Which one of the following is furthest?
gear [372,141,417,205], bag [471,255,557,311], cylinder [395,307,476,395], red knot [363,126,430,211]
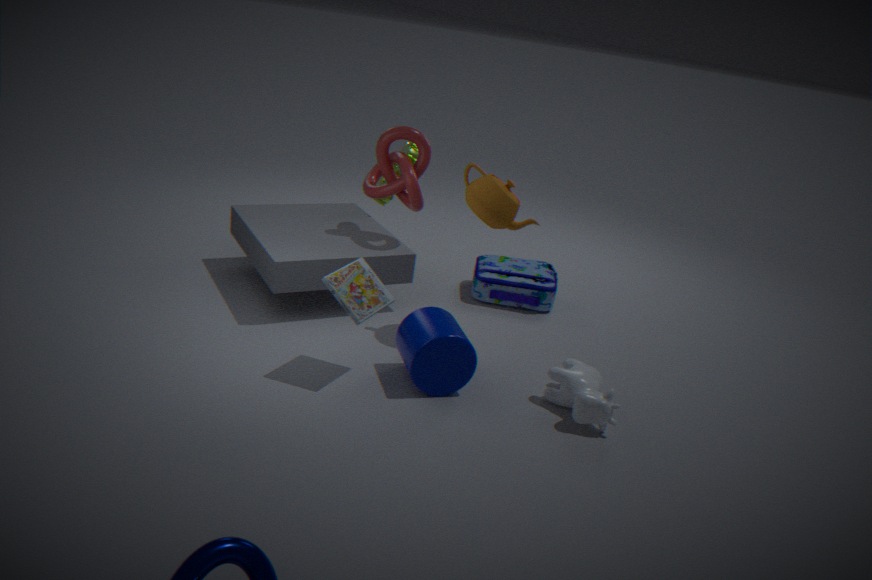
gear [372,141,417,205]
